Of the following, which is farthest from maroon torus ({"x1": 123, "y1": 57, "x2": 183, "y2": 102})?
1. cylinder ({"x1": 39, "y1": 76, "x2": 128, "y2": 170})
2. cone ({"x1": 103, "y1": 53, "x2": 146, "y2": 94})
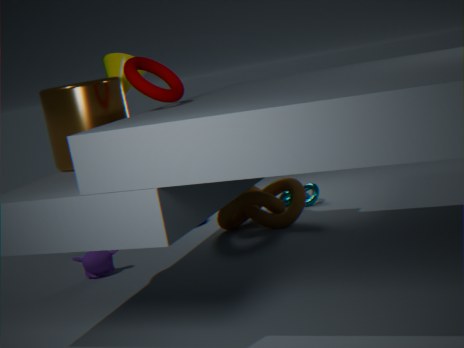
cone ({"x1": 103, "y1": 53, "x2": 146, "y2": 94})
